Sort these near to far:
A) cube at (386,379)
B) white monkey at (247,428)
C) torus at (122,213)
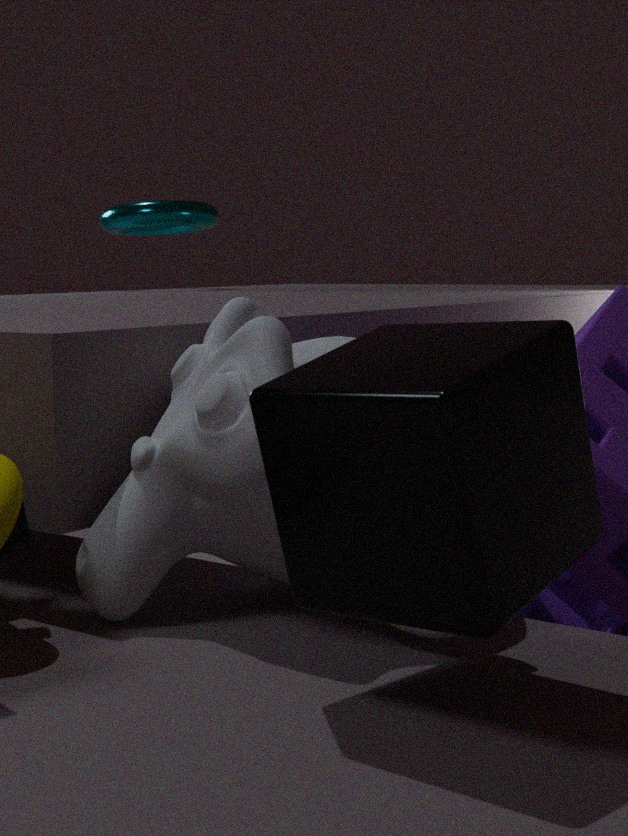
cube at (386,379)
white monkey at (247,428)
torus at (122,213)
